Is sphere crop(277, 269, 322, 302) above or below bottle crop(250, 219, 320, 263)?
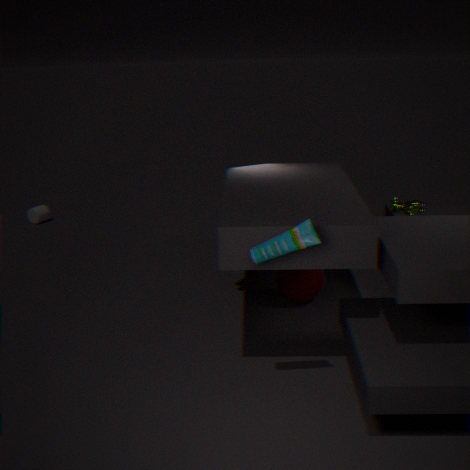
below
